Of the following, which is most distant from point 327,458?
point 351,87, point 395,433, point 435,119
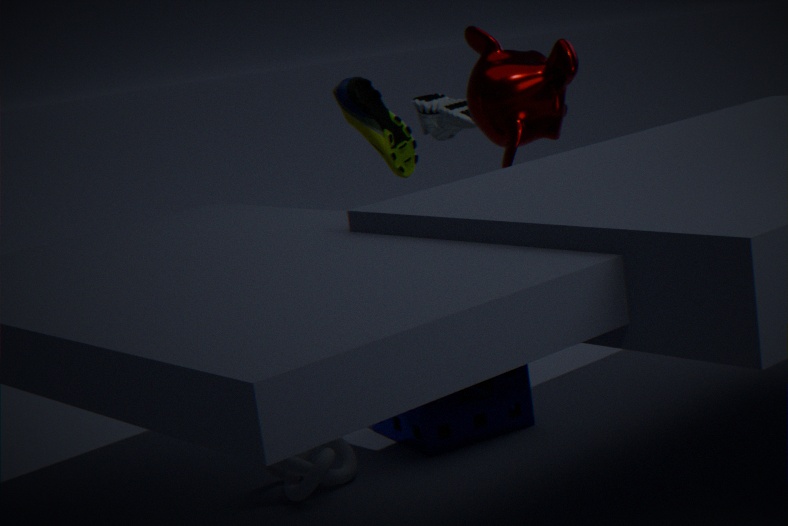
point 435,119
